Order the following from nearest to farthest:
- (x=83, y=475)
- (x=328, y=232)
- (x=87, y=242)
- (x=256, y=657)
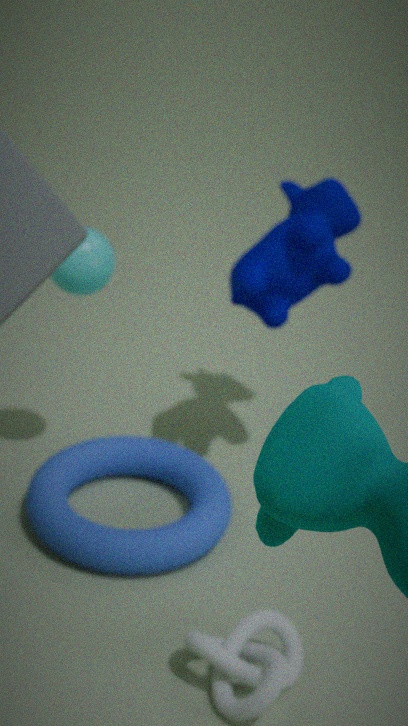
(x=256, y=657)
(x=87, y=242)
(x=328, y=232)
(x=83, y=475)
